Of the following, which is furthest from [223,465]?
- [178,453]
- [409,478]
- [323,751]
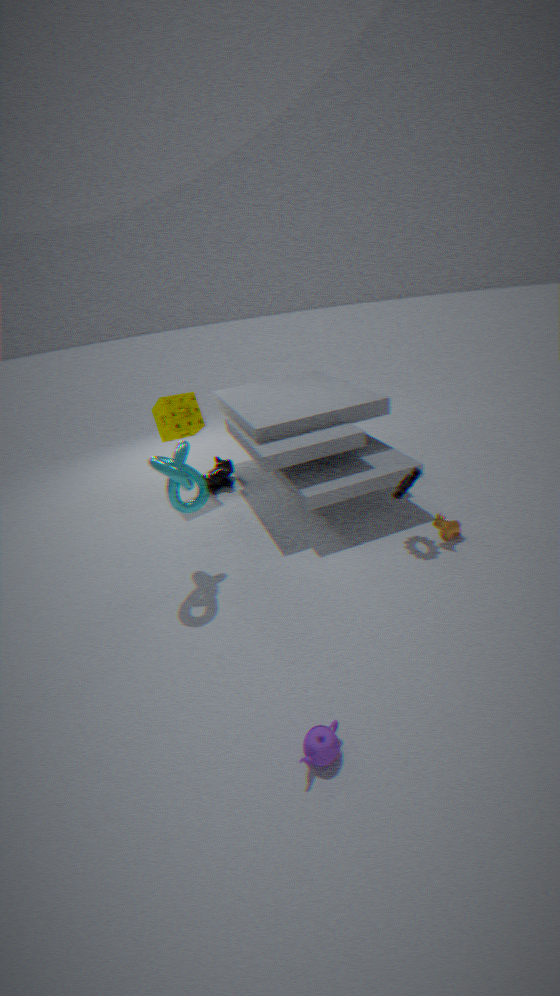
[323,751]
